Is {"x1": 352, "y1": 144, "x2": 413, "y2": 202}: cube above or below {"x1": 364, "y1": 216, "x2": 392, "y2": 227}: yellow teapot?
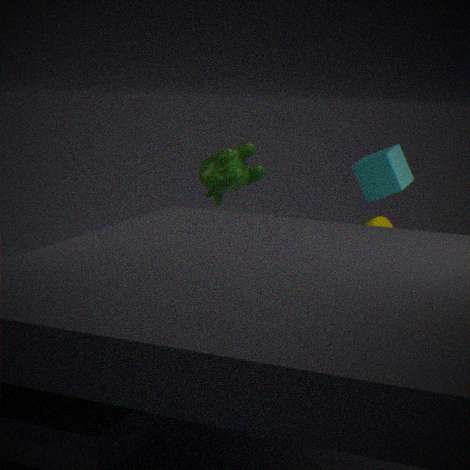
above
